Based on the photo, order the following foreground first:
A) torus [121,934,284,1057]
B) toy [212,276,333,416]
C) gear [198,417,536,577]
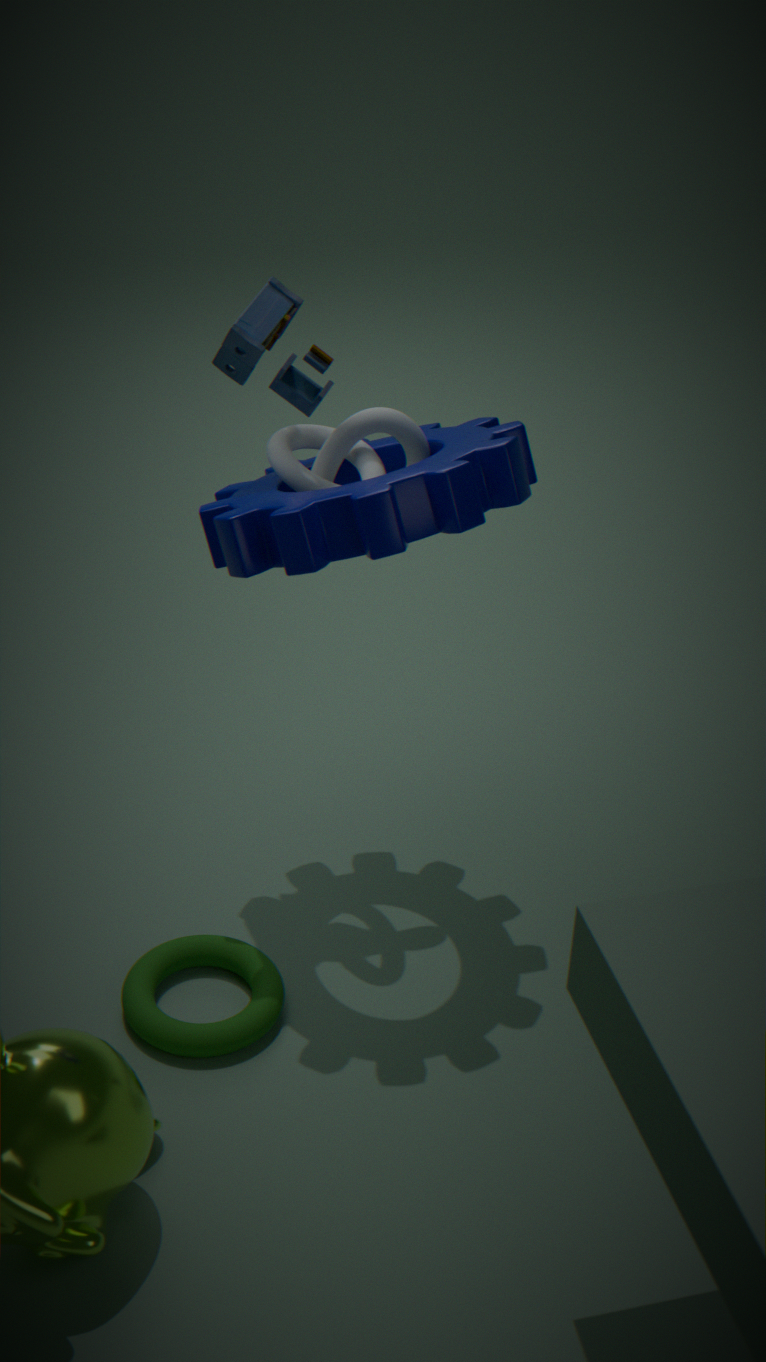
gear [198,417,536,577]
torus [121,934,284,1057]
toy [212,276,333,416]
